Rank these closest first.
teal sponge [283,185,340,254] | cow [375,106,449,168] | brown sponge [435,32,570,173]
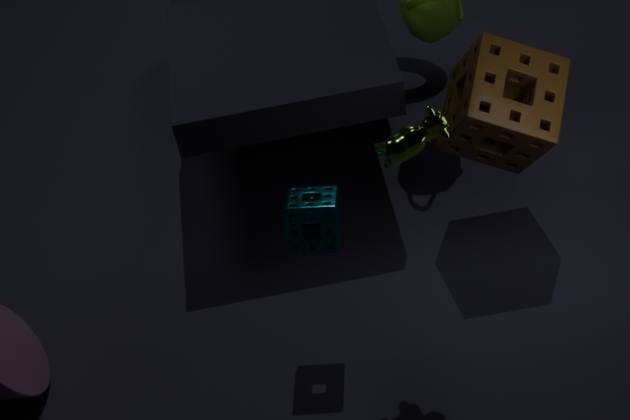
cow [375,106,449,168]
teal sponge [283,185,340,254]
brown sponge [435,32,570,173]
